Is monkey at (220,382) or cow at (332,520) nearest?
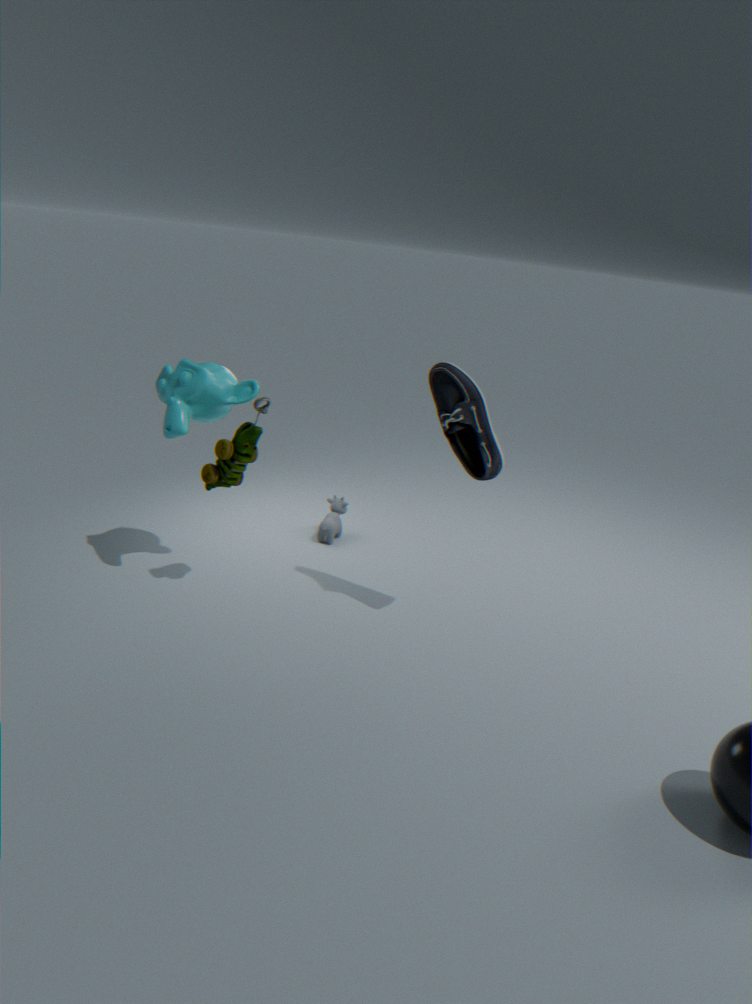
monkey at (220,382)
